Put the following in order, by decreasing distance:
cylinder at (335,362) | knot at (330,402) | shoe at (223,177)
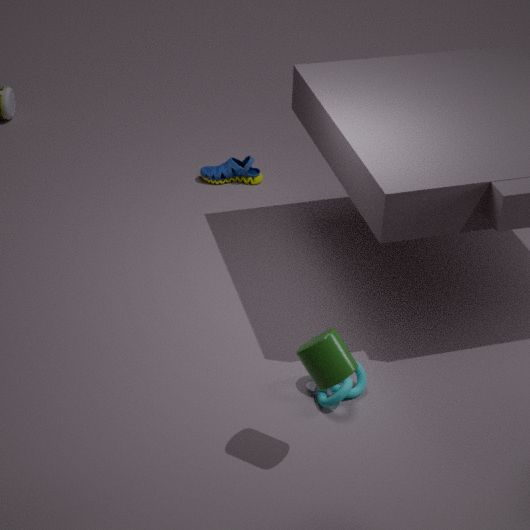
1. shoe at (223,177)
2. knot at (330,402)
3. cylinder at (335,362)
